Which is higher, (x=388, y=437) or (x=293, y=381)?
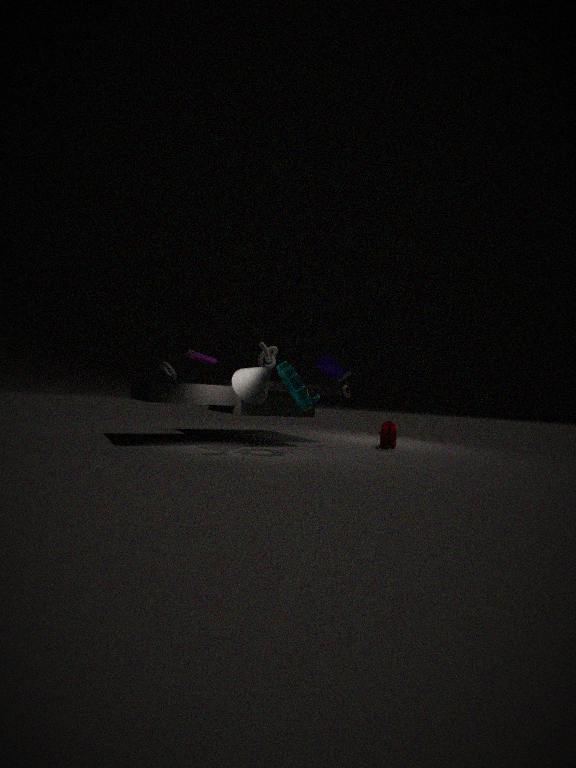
(x=293, y=381)
